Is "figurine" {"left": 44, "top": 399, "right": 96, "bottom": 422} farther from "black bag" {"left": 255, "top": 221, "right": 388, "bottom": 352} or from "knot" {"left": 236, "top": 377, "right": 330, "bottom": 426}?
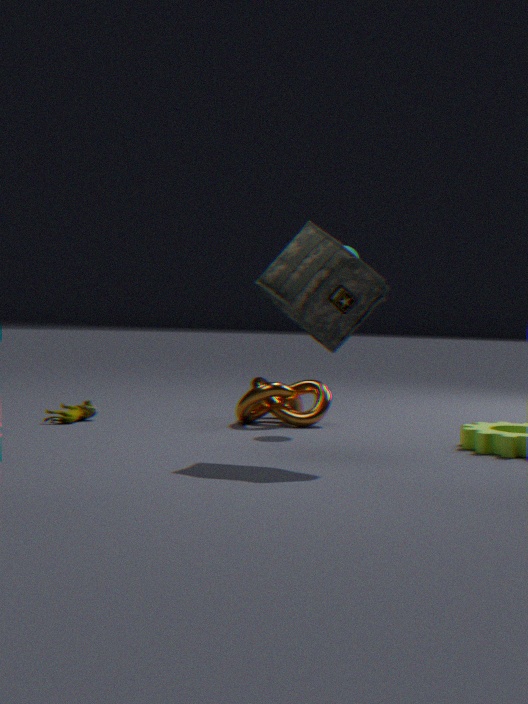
"black bag" {"left": 255, "top": 221, "right": 388, "bottom": 352}
